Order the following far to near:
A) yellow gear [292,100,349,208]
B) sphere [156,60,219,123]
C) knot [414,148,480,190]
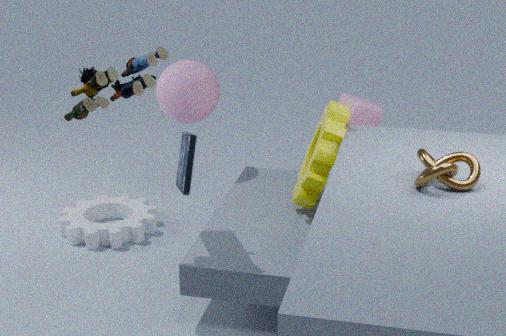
sphere [156,60,219,123] < yellow gear [292,100,349,208] < knot [414,148,480,190]
